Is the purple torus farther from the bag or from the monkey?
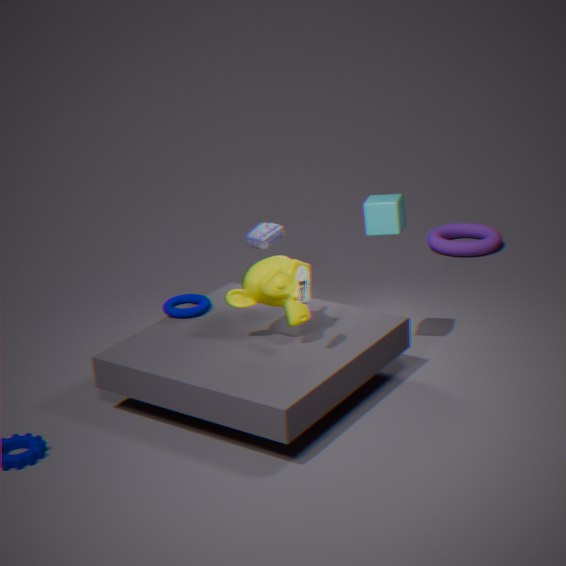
the monkey
